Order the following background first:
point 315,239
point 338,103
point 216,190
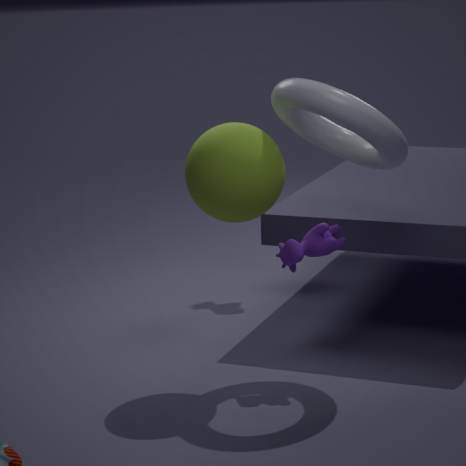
1. point 315,239
2. point 216,190
3. point 338,103
